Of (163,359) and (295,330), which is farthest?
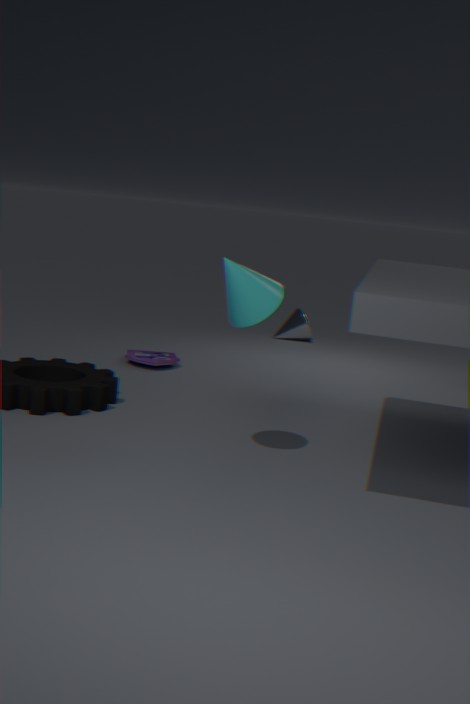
(295,330)
